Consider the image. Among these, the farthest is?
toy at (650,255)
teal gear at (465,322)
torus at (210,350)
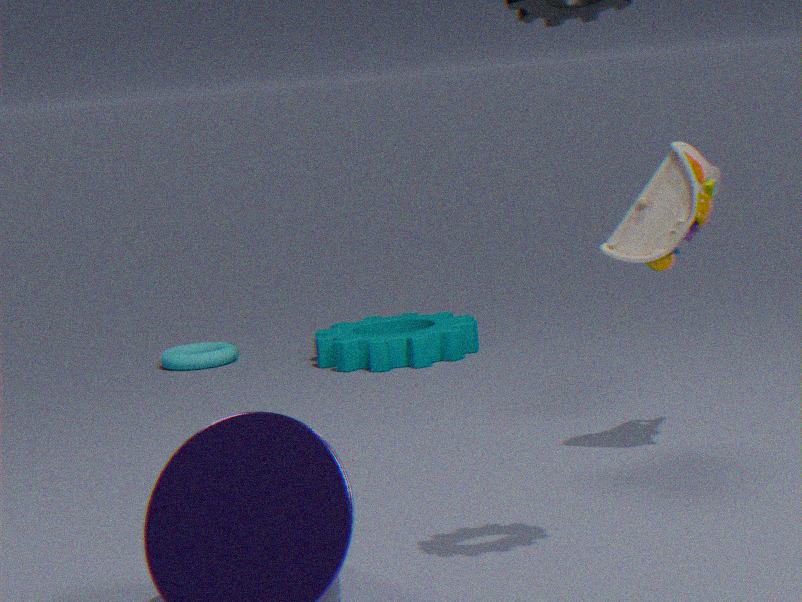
torus at (210,350)
